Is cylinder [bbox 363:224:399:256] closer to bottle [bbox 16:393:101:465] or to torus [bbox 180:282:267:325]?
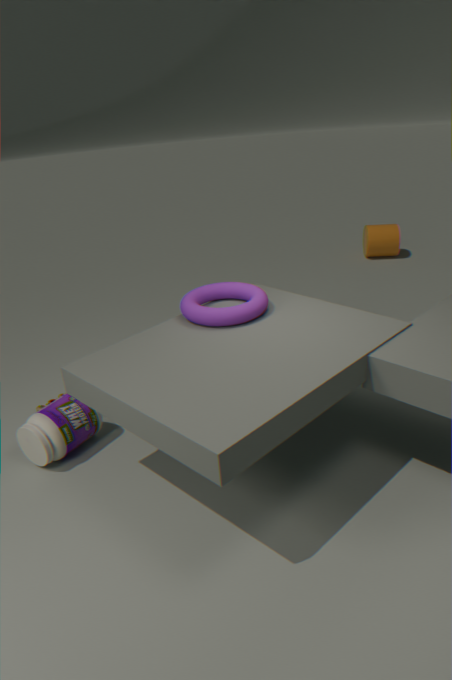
torus [bbox 180:282:267:325]
